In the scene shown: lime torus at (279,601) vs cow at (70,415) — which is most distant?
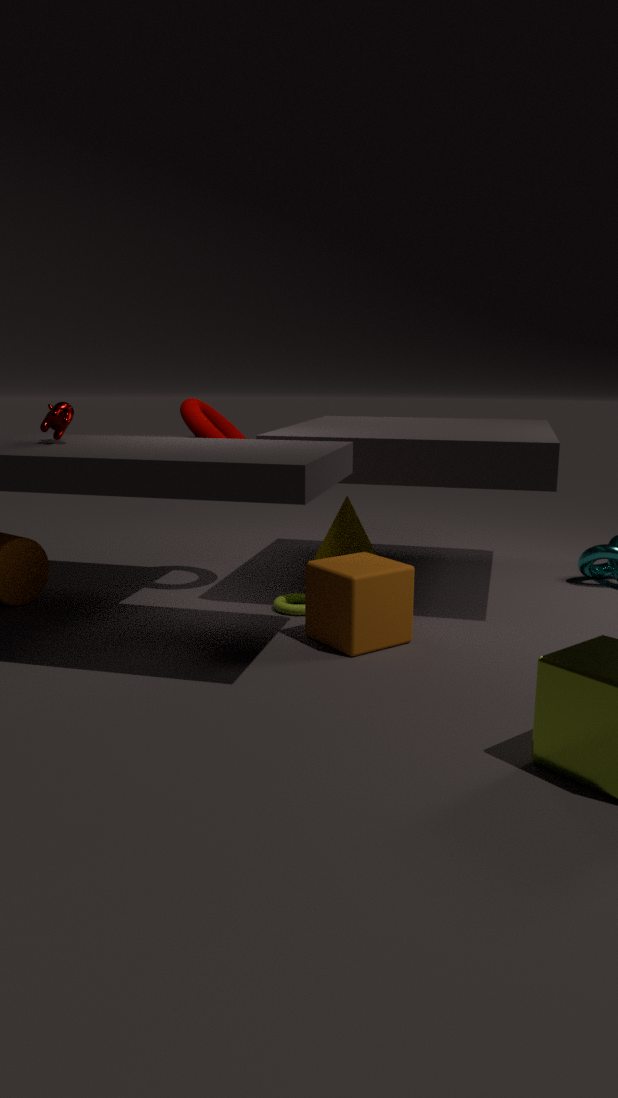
lime torus at (279,601)
